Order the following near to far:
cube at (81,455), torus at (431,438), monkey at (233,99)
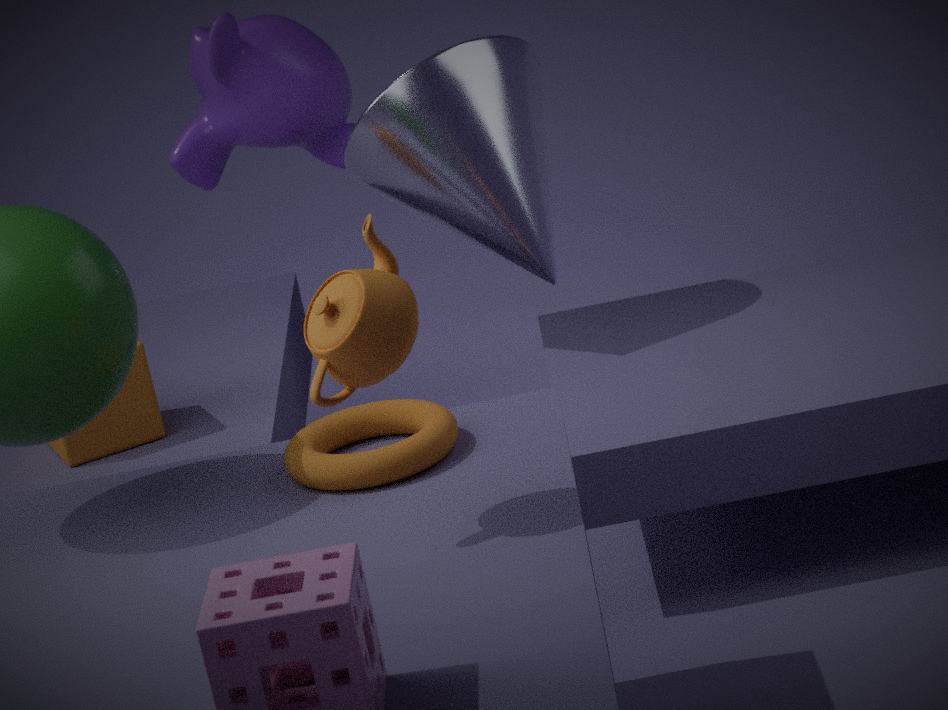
torus at (431,438) < cube at (81,455) < monkey at (233,99)
